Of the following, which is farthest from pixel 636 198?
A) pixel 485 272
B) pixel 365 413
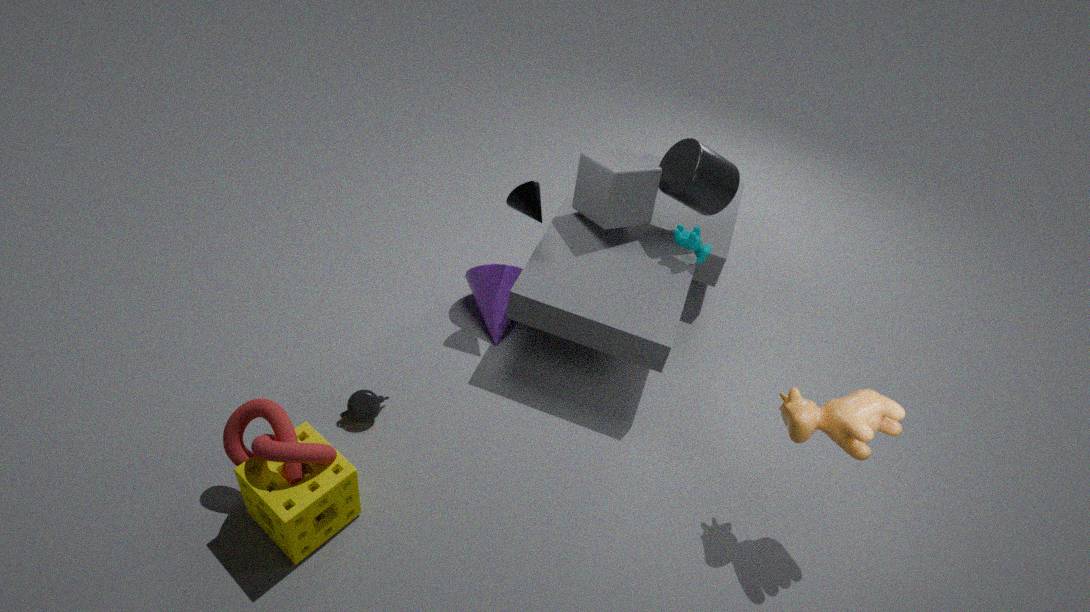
pixel 365 413
